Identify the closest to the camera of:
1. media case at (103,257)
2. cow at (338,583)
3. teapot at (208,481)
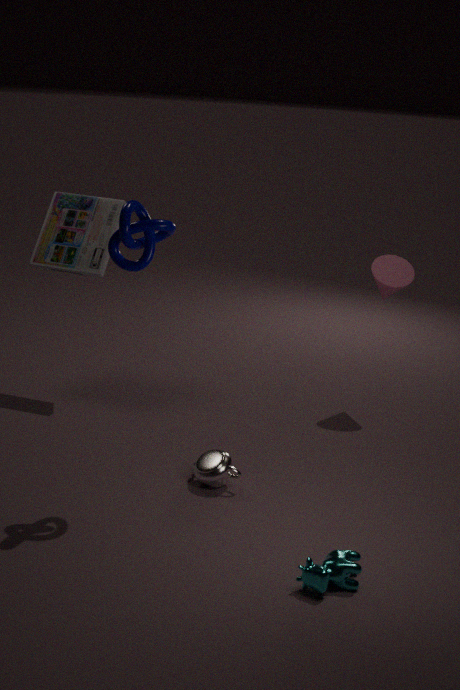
cow at (338,583)
